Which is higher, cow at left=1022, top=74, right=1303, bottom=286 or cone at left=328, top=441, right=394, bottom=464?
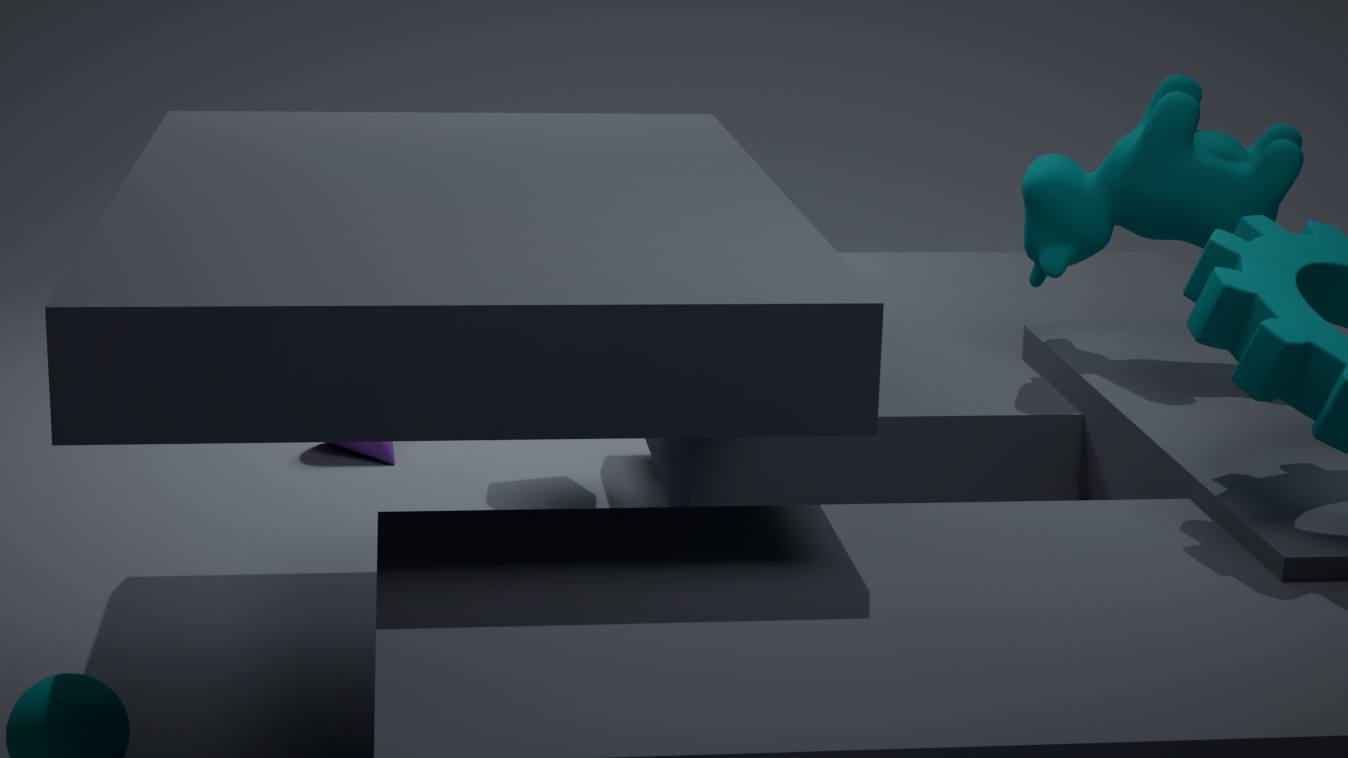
cow at left=1022, top=74, right=1303, bottom=286
